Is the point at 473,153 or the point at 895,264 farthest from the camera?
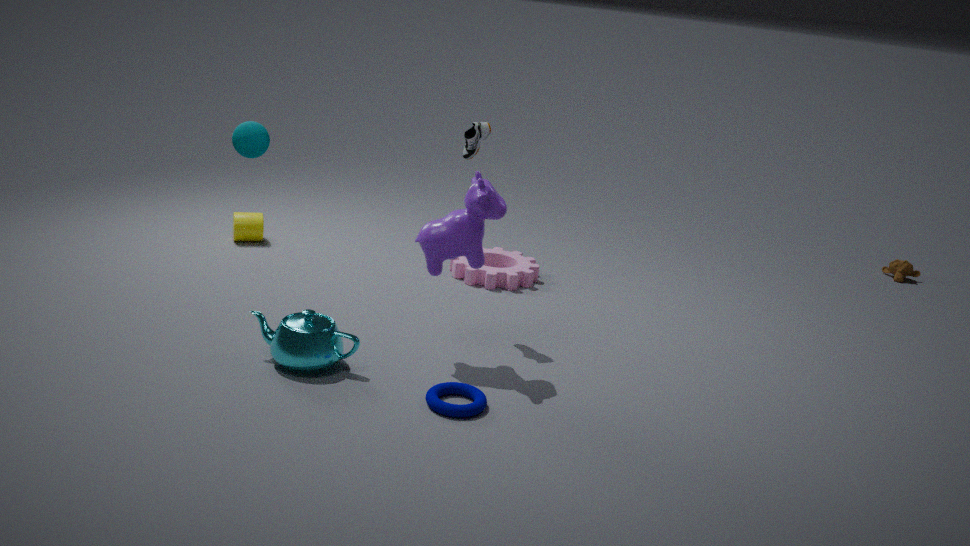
the point at 895,264
